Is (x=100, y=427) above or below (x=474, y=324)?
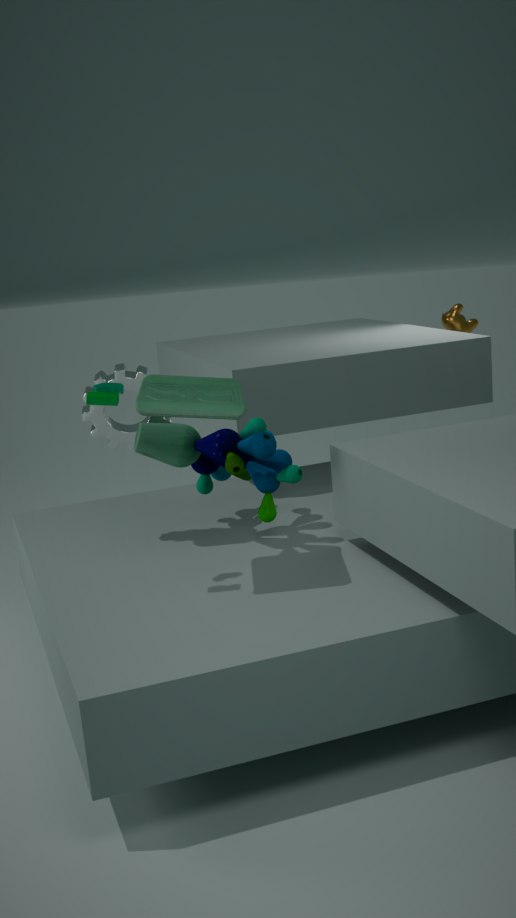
above
